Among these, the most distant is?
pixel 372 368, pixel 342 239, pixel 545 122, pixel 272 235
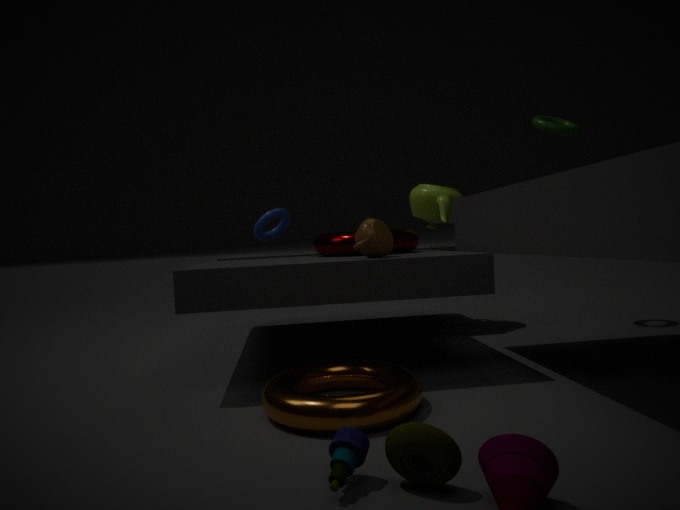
pixel 272 235
